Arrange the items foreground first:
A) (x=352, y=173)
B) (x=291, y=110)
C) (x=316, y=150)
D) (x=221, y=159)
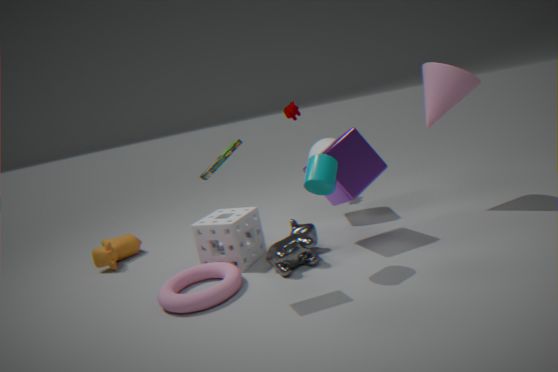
1. (x=221, y=159)
2. (x=352, y=173)
3. (x=316, y=150)
4. (x=291, y=110)
